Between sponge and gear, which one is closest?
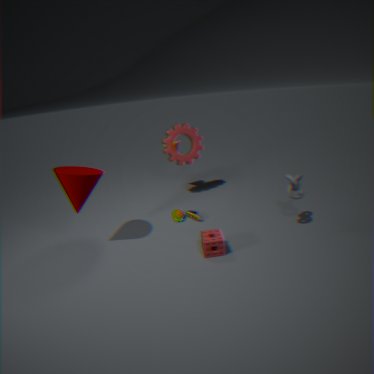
sponge
